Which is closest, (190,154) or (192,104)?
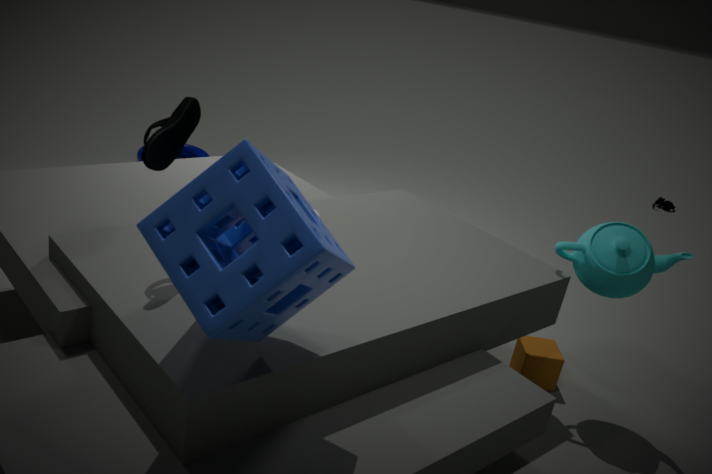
(192,104)
